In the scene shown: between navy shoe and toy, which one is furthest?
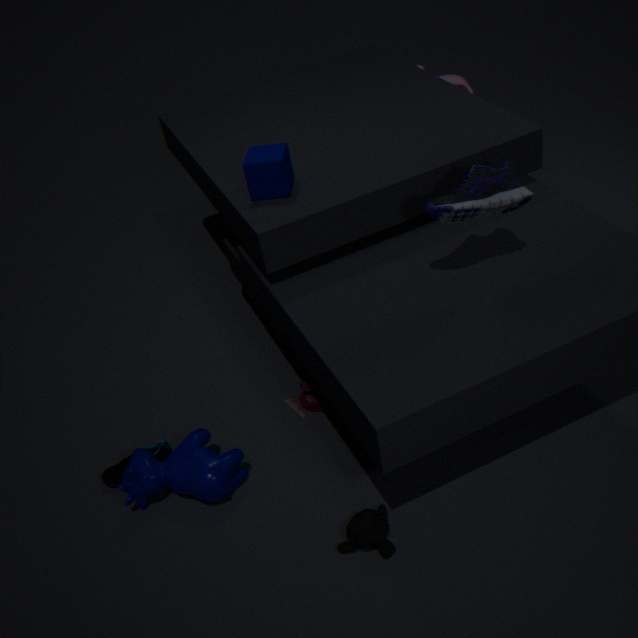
toy
